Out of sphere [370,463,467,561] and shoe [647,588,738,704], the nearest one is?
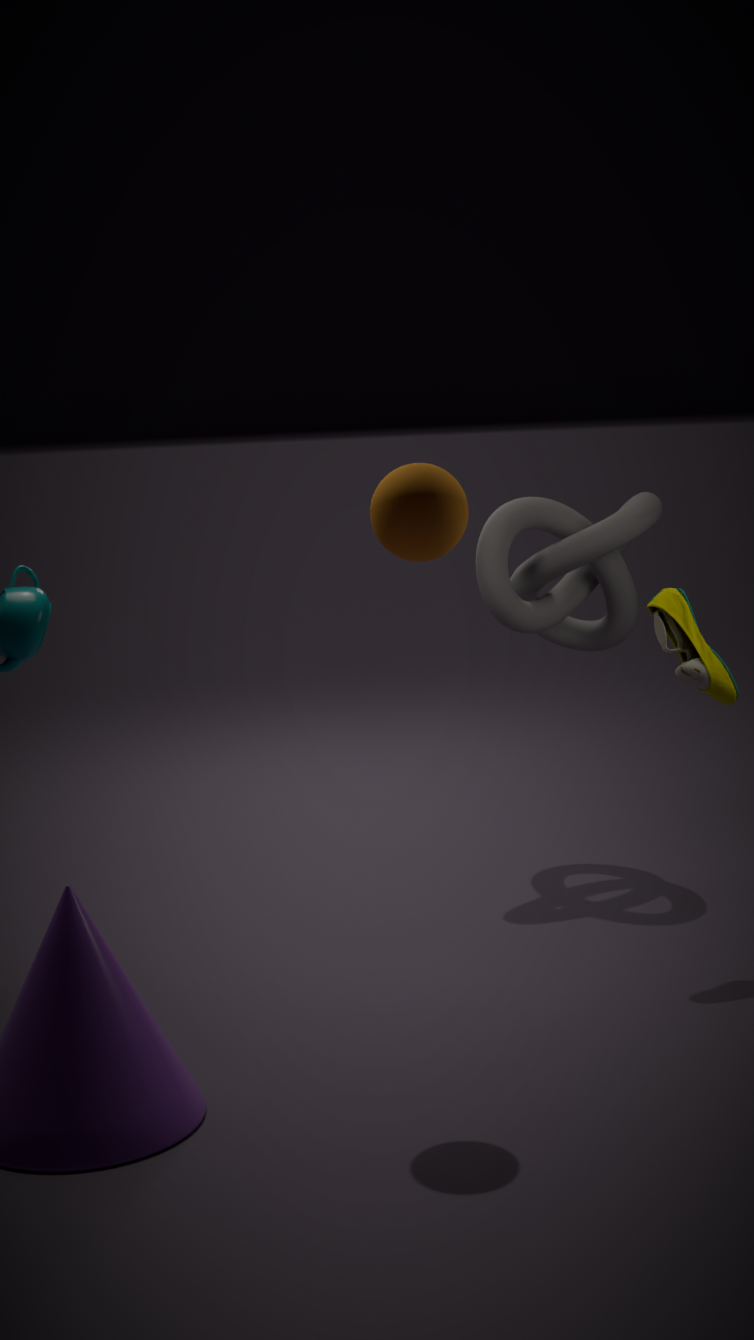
sphere [370,463,467,561]
